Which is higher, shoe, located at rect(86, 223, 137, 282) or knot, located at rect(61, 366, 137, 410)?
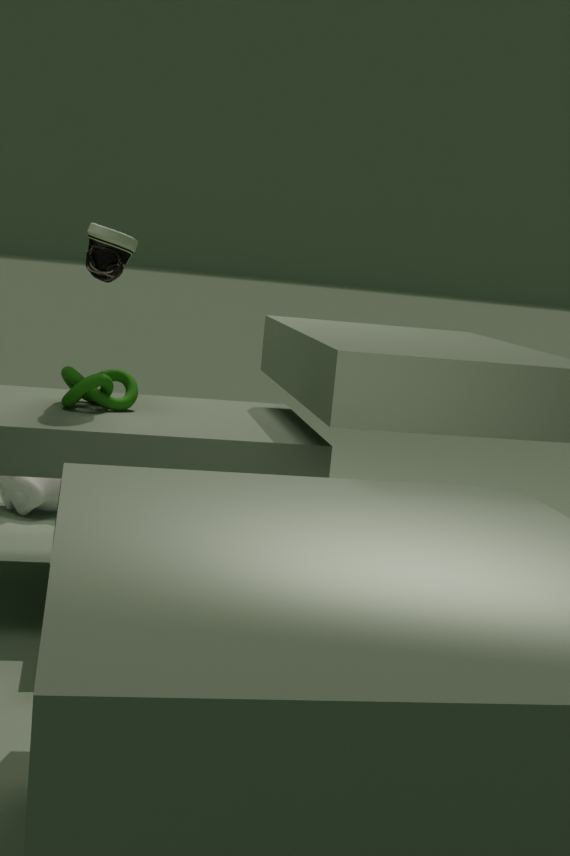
shoe, located at rect(86, 223, 137, 282)
